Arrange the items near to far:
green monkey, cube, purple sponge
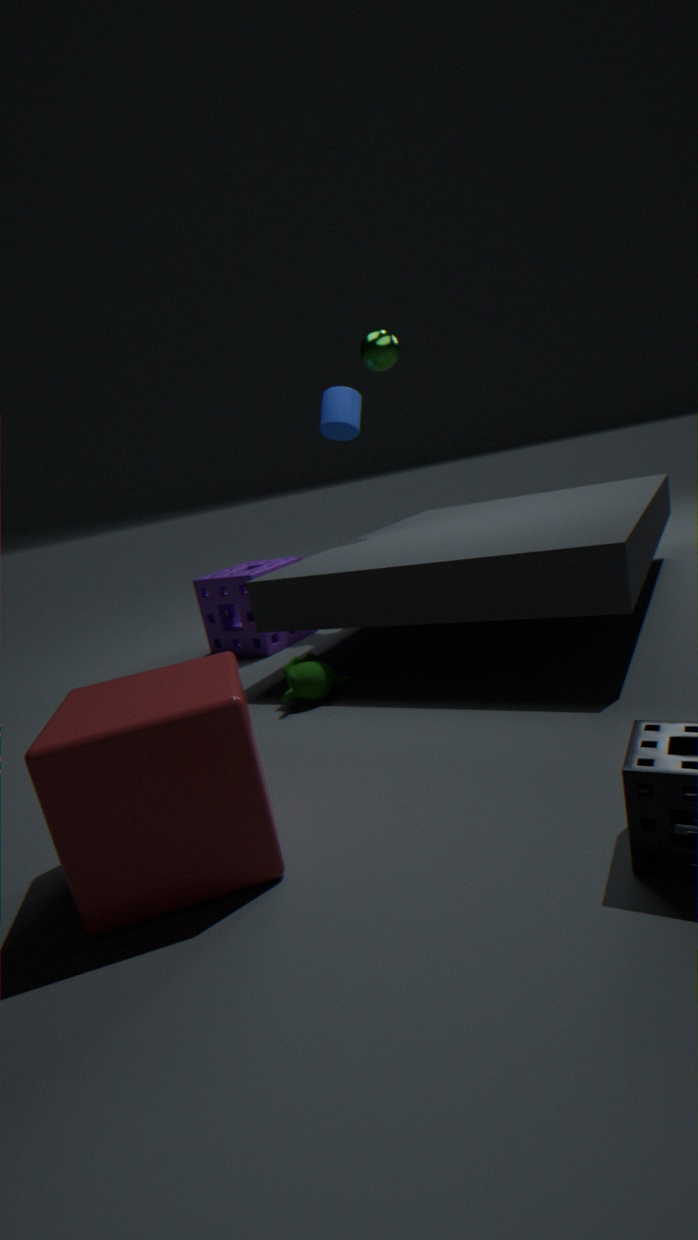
cube < green monkey < purple sponge
